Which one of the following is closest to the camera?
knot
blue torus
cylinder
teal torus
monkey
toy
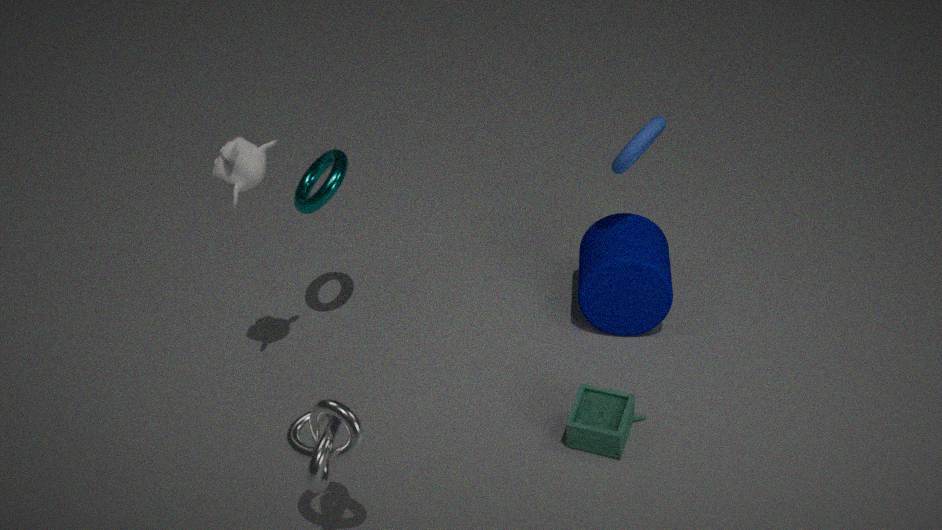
knot
